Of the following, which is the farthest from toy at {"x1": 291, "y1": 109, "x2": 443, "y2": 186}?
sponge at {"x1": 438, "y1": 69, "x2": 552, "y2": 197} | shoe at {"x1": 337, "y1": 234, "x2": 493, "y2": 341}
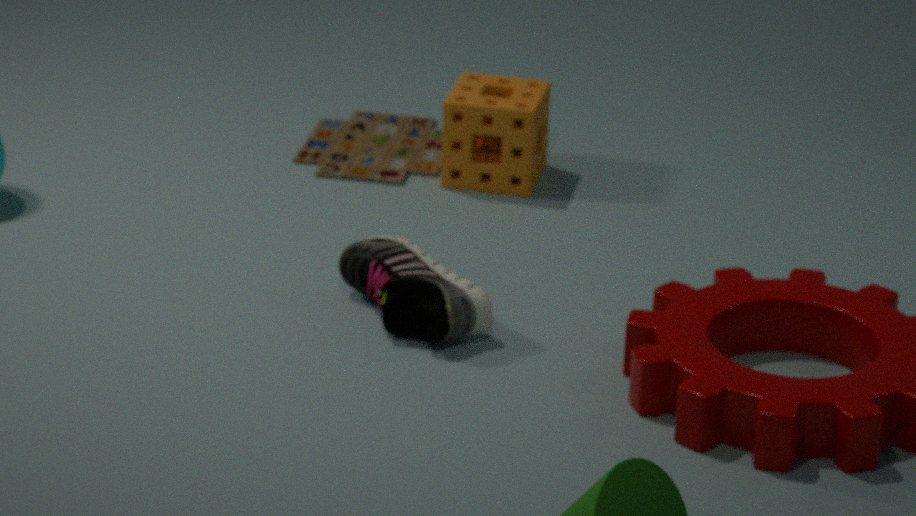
shoe at {"x1": 337, "y1": 234, "x2": 493, "y2": 341}
